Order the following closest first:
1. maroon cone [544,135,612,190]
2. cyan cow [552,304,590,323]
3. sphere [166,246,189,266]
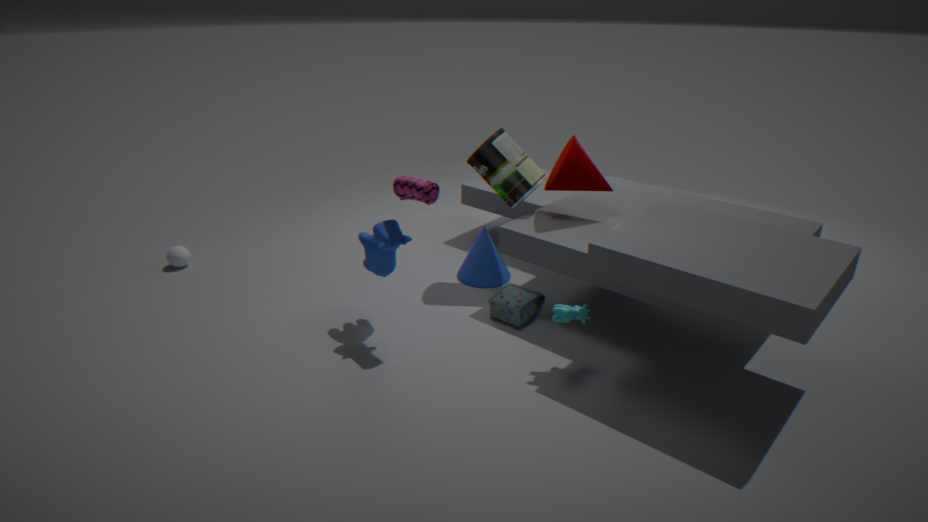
1. cyan cow [552,304,590,323]
2. maroon cone [544,135,612,190]
3. sphere [166,246,189,266]
